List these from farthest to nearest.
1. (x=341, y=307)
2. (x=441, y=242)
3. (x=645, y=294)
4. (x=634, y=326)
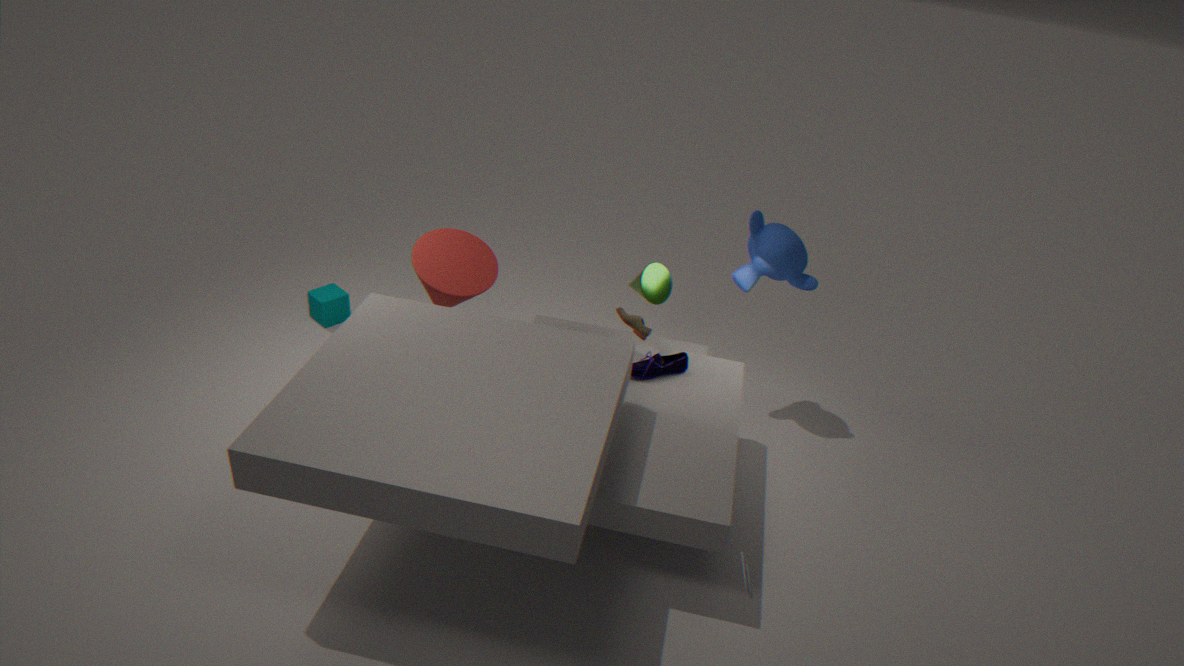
(x=341, y=307) → (x=645, y=294) → (x=634, y=326) → (x=441, y=242)
